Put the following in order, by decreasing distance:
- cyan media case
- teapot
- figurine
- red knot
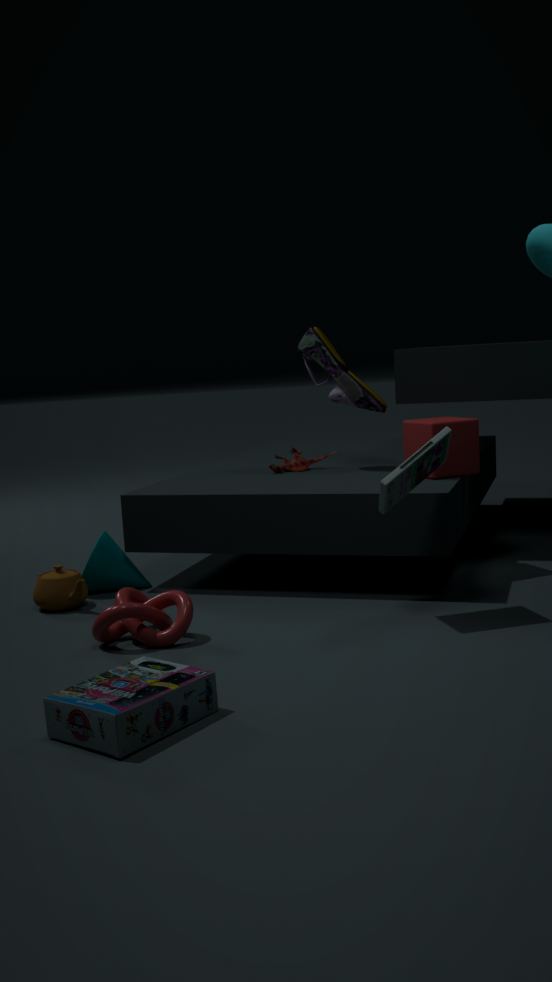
1. figurine
2. teapot
3. red knot
4. cyan media case
